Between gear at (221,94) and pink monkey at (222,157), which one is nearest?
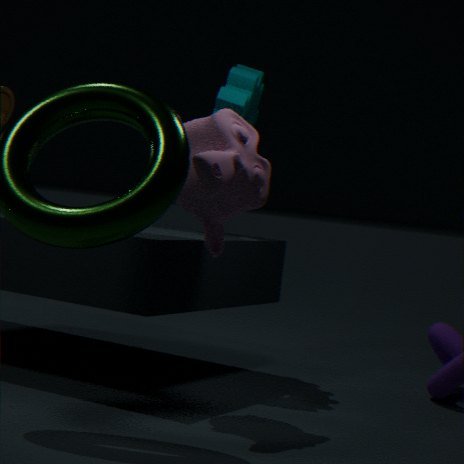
pink monkey at (222,157)
